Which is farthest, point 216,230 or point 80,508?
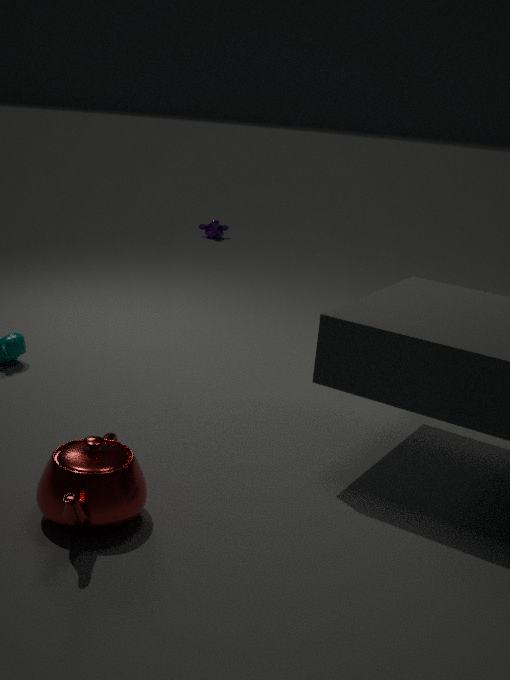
point 216,230
